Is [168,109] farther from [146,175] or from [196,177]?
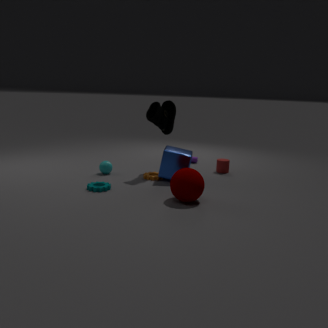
[196,177]
